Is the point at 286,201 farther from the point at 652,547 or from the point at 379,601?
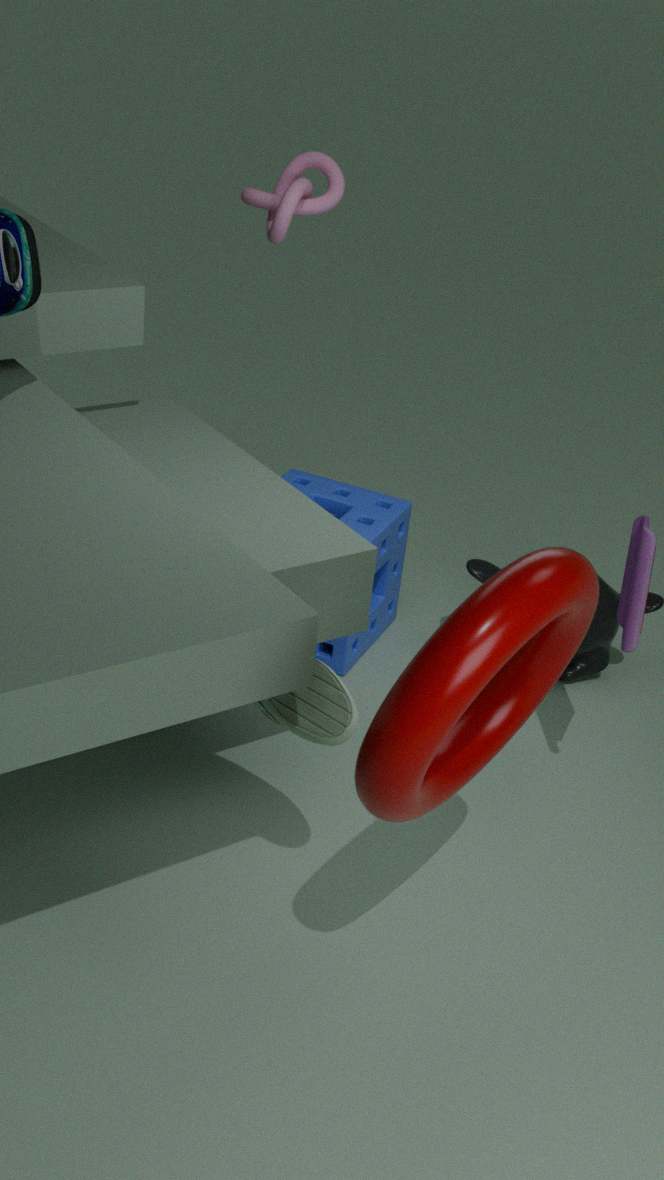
the point at 652,547
